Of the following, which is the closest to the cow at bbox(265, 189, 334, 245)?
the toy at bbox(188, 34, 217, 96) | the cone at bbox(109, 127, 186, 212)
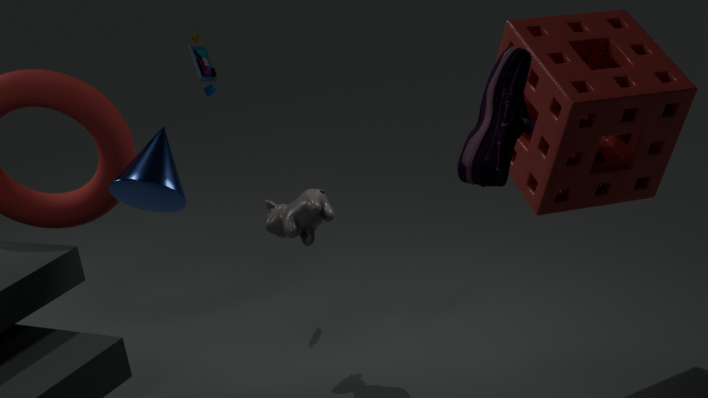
the cone at bbox(109, 127, 186, 212)
